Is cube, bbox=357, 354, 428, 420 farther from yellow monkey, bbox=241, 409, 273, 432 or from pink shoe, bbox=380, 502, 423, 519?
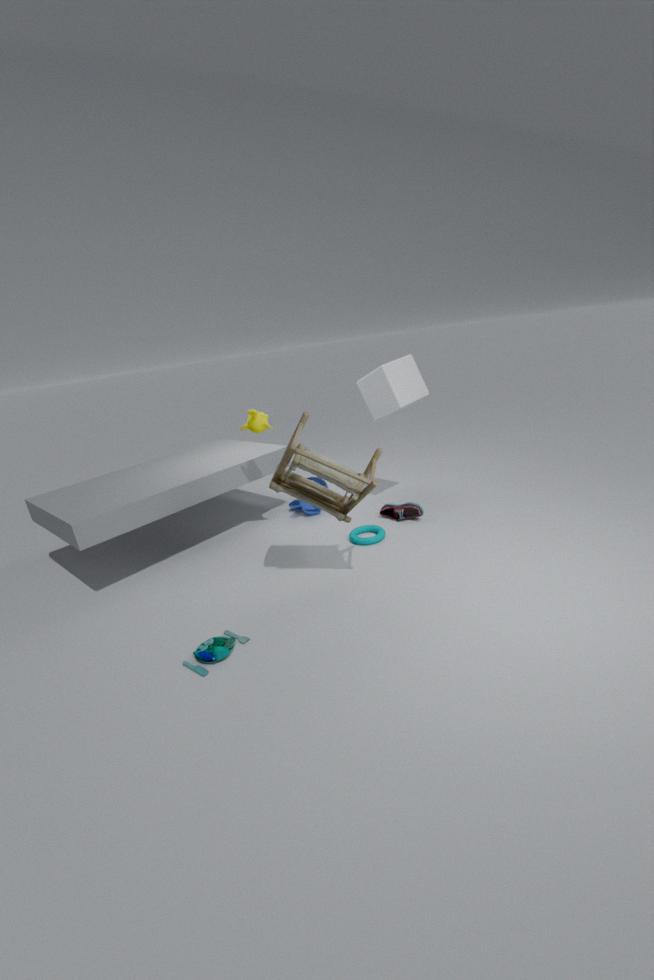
yellow monkey, bbox=241, 409, 273, 432
